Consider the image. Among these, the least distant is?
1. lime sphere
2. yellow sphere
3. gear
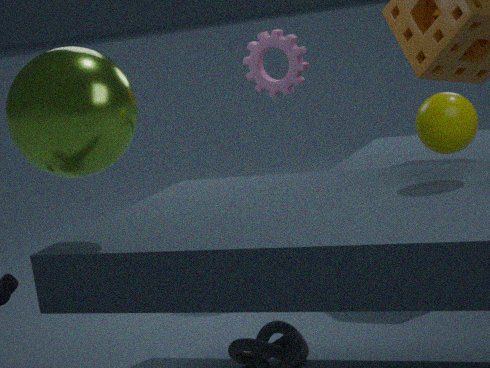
lime sphere
